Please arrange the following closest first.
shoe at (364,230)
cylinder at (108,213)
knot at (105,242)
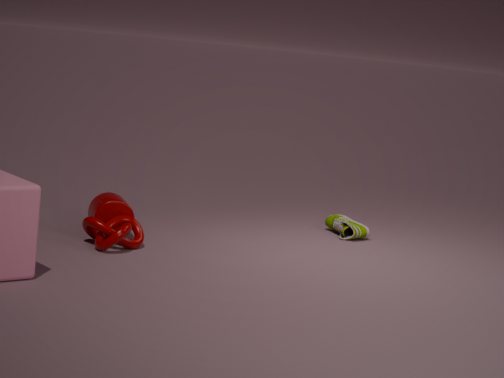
knot at (105,242) → cylinder at (108,213) → shoe at (364,230)
